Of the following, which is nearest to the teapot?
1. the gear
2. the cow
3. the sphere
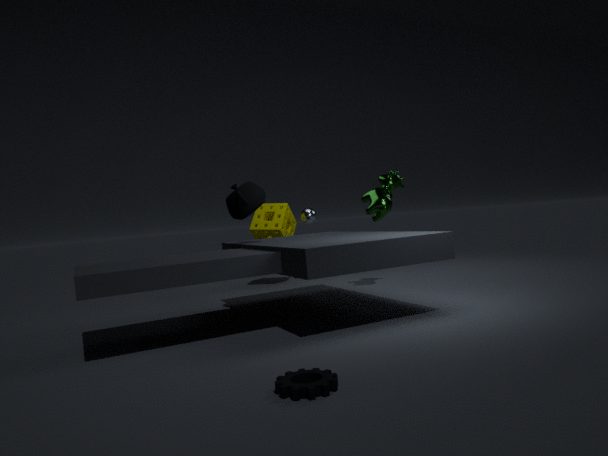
the cow
